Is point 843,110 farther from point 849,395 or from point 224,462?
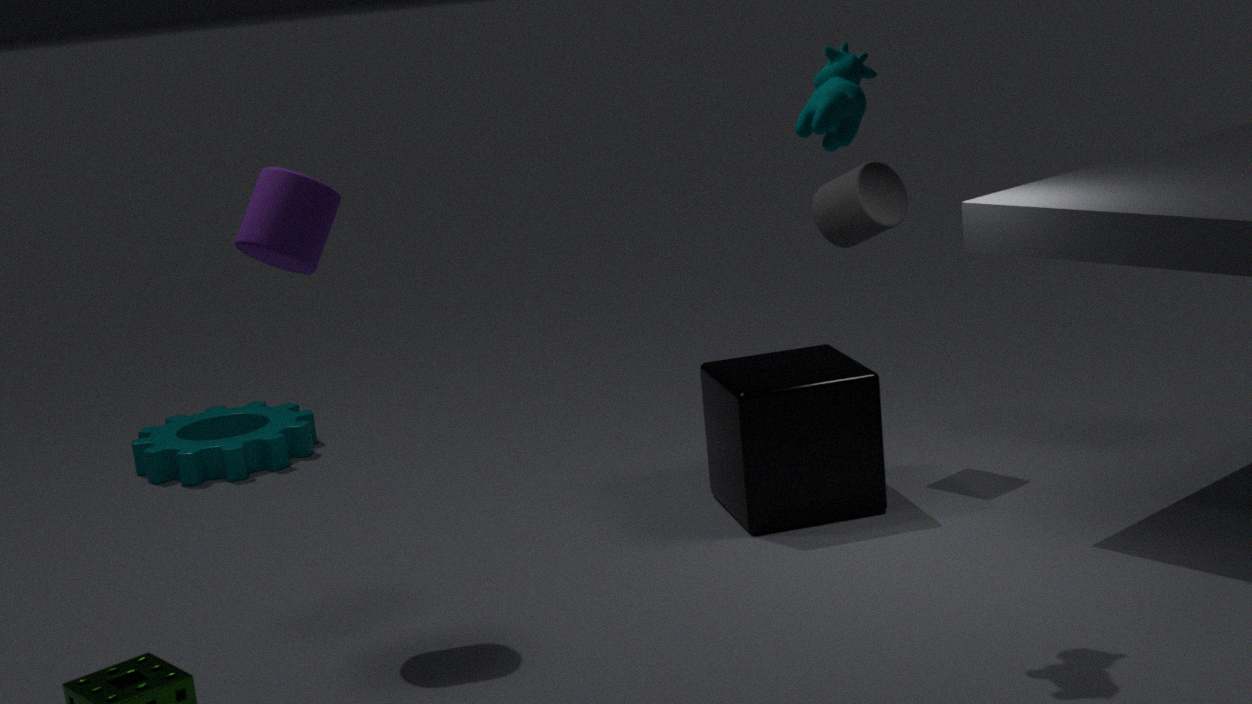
point 224,462
